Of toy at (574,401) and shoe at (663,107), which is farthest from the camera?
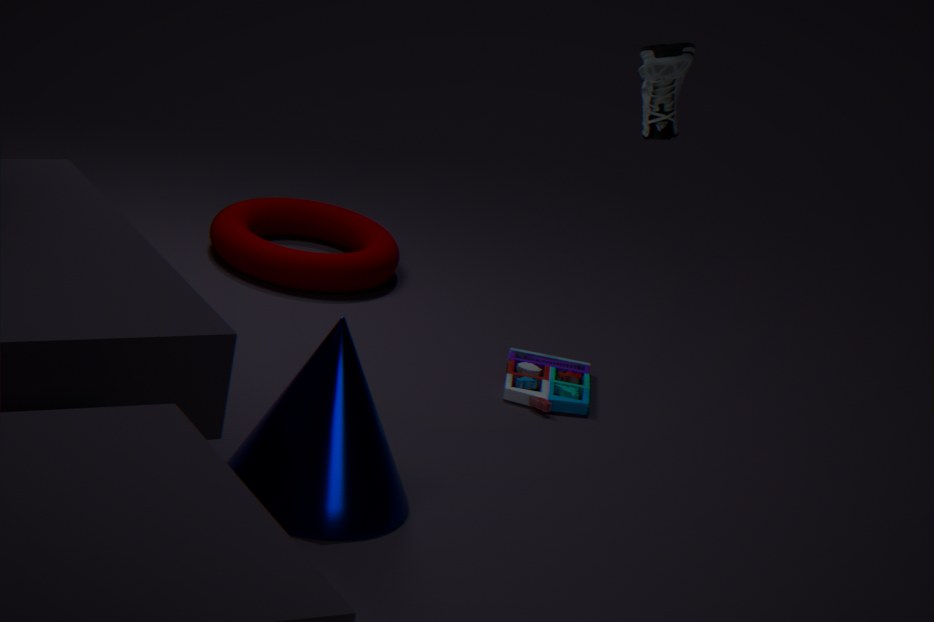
toy at (574,401)
